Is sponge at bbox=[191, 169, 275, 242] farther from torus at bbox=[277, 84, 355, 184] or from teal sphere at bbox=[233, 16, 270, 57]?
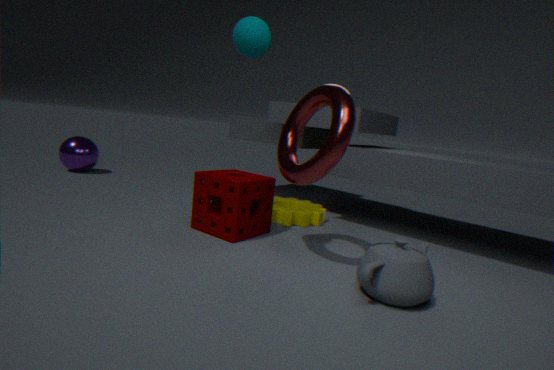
teal sphere at bbox=[233, 16, 270, 57]
